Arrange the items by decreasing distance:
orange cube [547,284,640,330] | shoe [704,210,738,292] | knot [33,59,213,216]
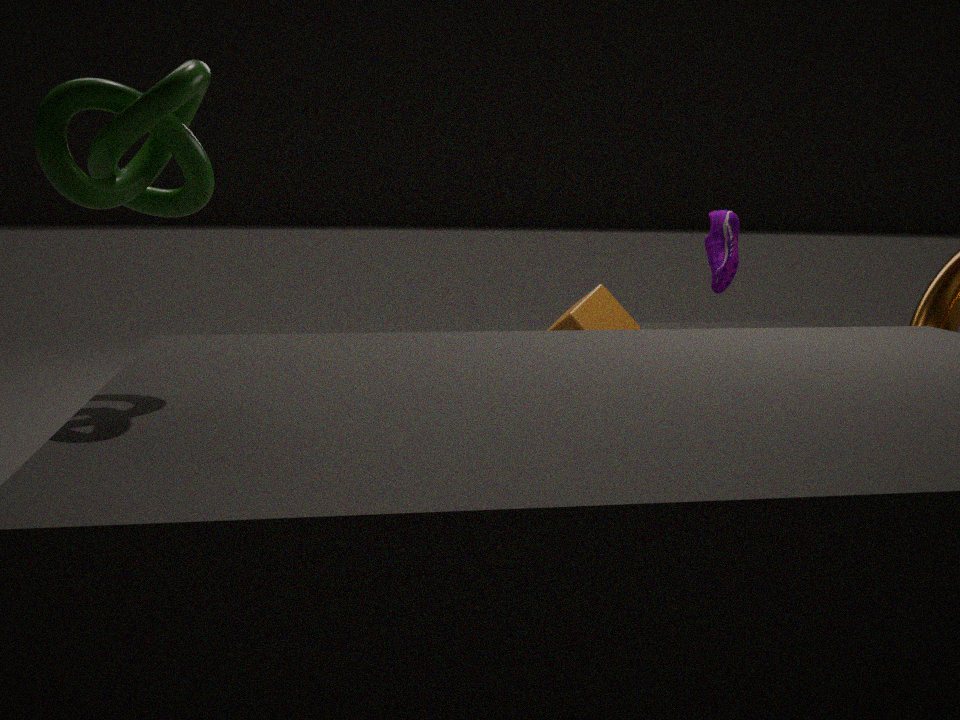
1. orange cube [547,284,640,330]
2. shoe [704,210,738,292]
3. knot [33,59,213,216]
